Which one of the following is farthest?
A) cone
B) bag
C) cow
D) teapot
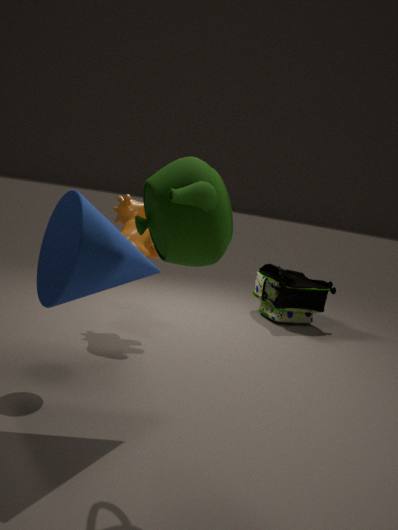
bag
